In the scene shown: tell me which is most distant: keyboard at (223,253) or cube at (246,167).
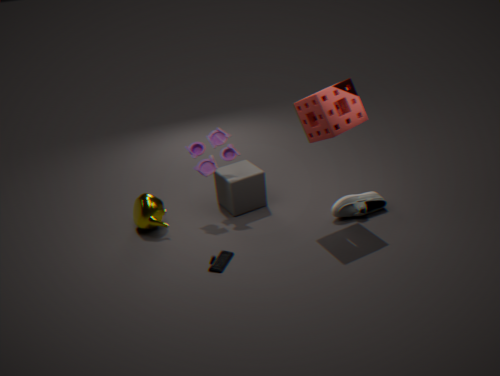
cube at (246,167)
